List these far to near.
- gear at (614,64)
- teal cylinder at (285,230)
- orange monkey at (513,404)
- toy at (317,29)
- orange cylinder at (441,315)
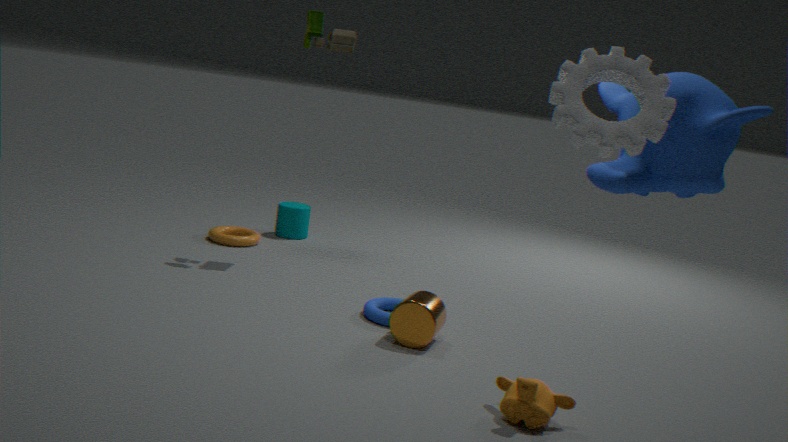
teal cylinder at (285,230) < toy at (317,29) < orange cylinder at (441,315) < orange monkey at (513,404) < gear at (614,64)
